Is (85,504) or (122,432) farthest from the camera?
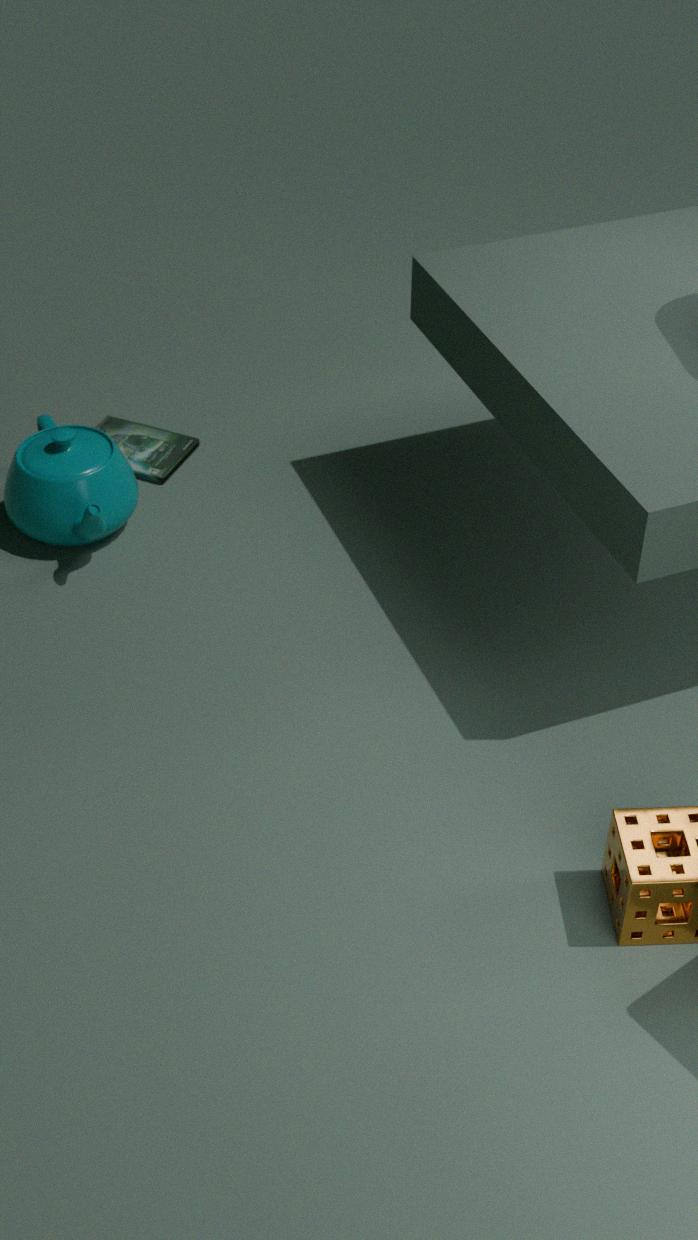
(122,432)
